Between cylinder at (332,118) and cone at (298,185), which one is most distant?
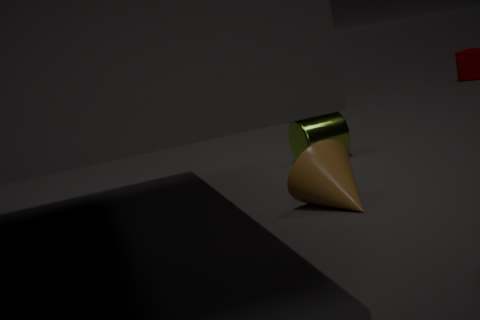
cylinder at (332,118)
